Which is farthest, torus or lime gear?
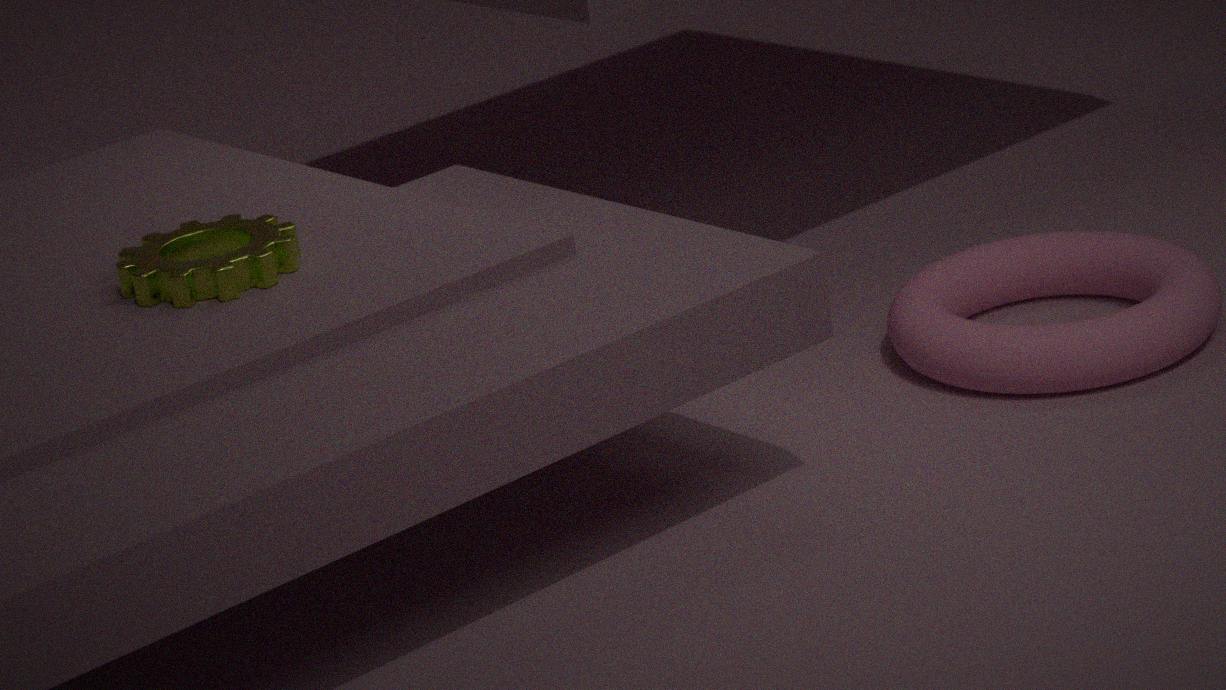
torus
